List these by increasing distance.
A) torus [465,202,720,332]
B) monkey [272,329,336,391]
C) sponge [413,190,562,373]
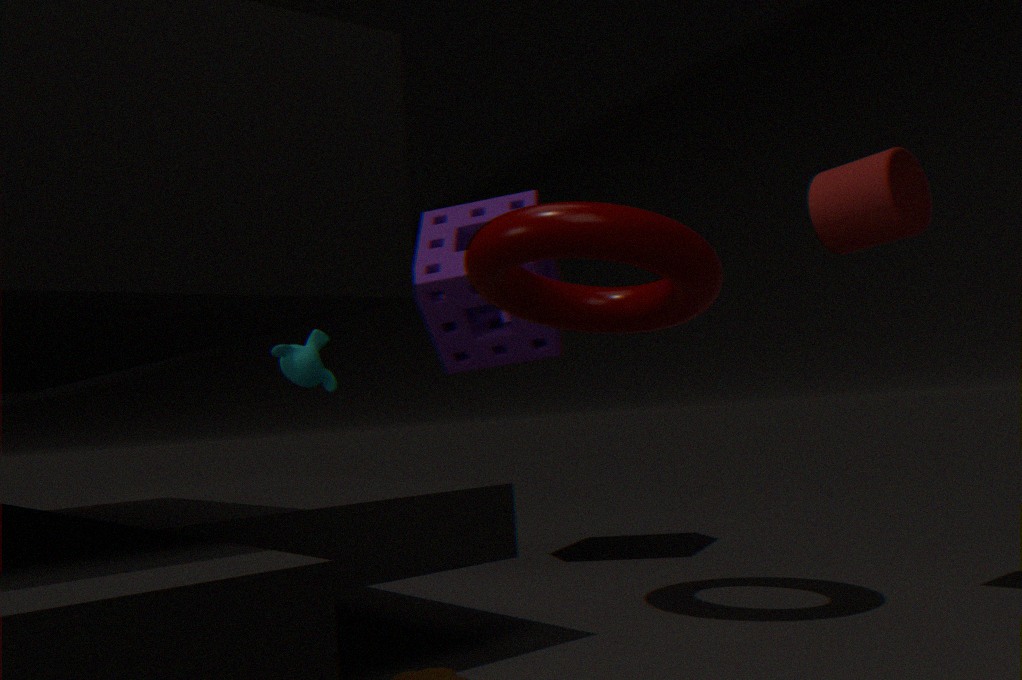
torus [465,202,720,332] → sponge [413,190,562,373] → monkey [272,329,336,391]
